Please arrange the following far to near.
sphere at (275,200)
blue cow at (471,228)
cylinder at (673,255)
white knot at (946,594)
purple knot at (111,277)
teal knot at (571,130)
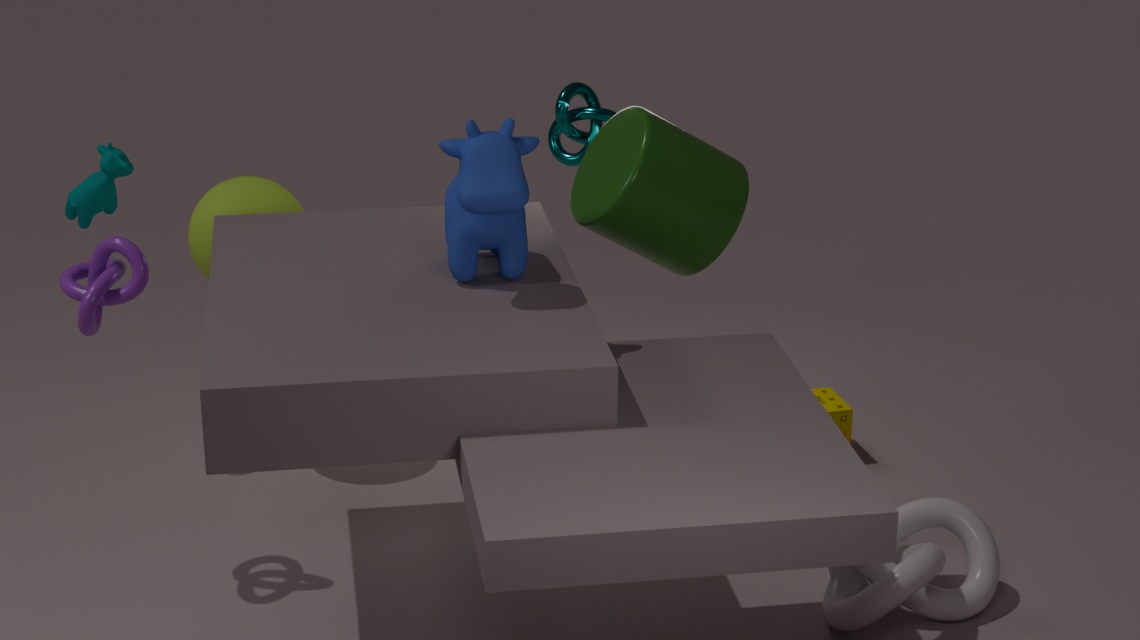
teal knot at (571,130) < sphere at (275,200) < cylinder at (673,255) < purple knot at (111,277) < white knot at (946,594) < blue cow at (471,228)
